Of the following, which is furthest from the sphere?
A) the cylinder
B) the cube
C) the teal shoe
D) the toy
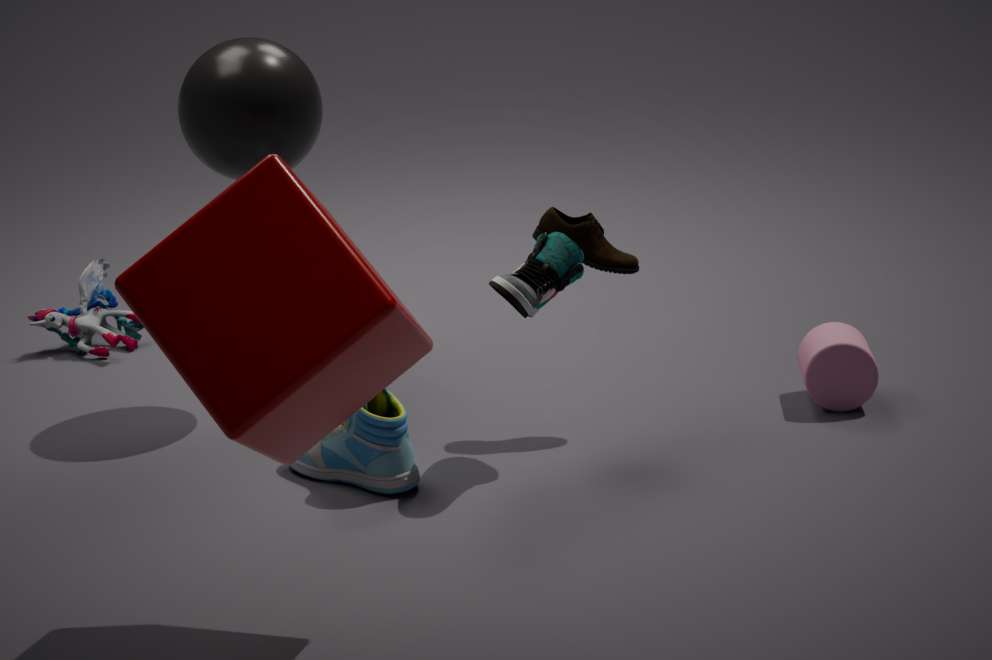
the cylinder
